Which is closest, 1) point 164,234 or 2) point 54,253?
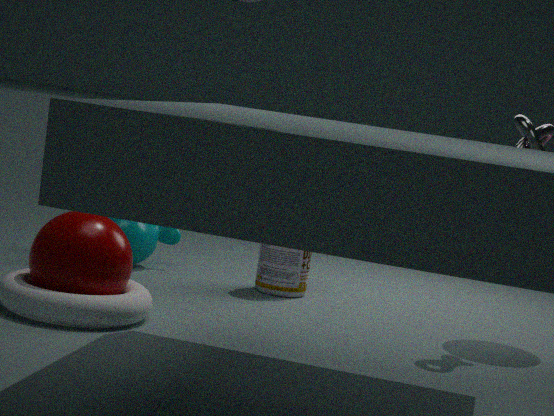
2. point 54,253
